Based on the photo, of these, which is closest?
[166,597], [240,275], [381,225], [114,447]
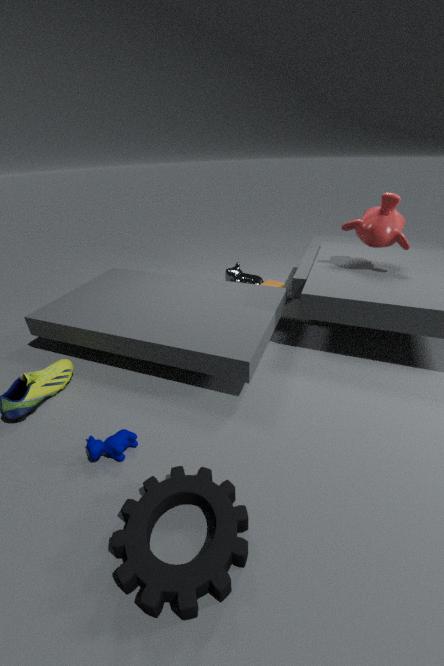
[166,597]
